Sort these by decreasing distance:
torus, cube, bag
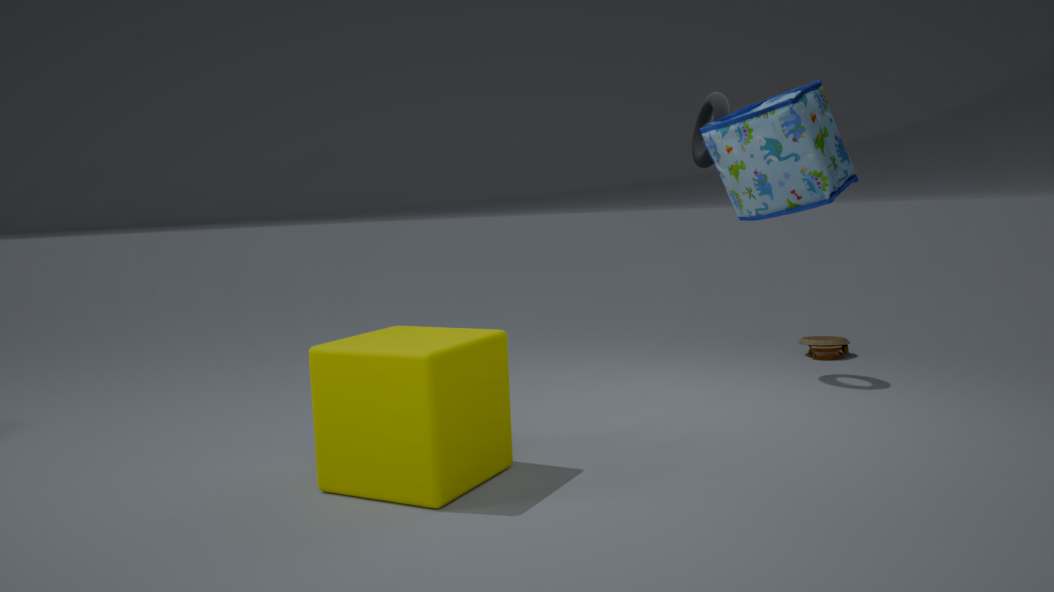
1. torus
2. cube
3. bag
